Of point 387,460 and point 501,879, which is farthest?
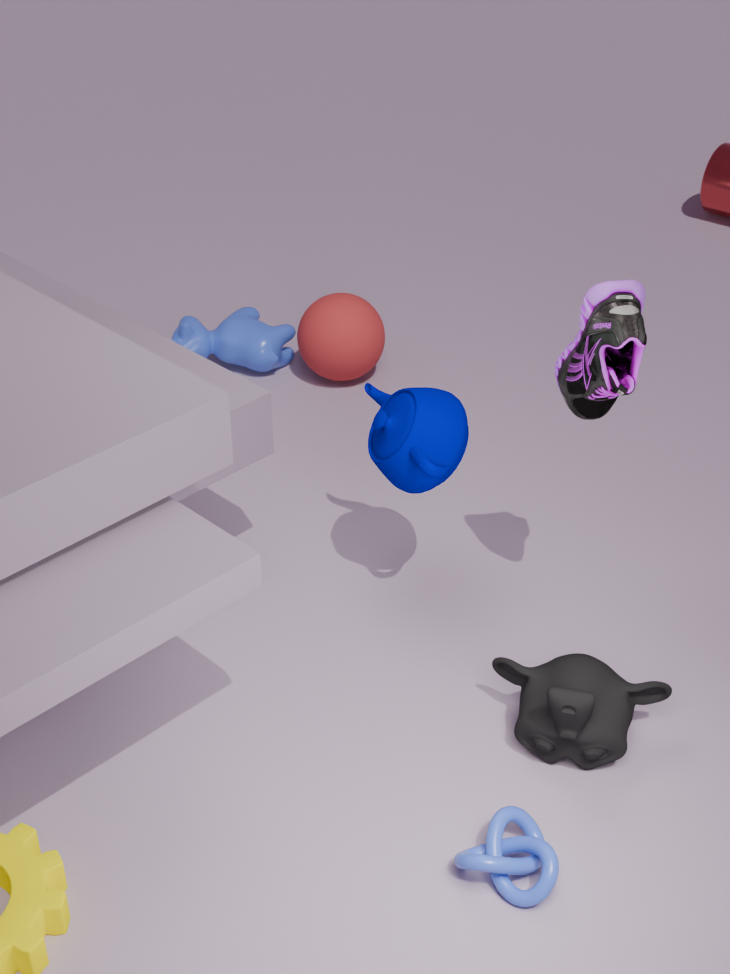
point 387,460
